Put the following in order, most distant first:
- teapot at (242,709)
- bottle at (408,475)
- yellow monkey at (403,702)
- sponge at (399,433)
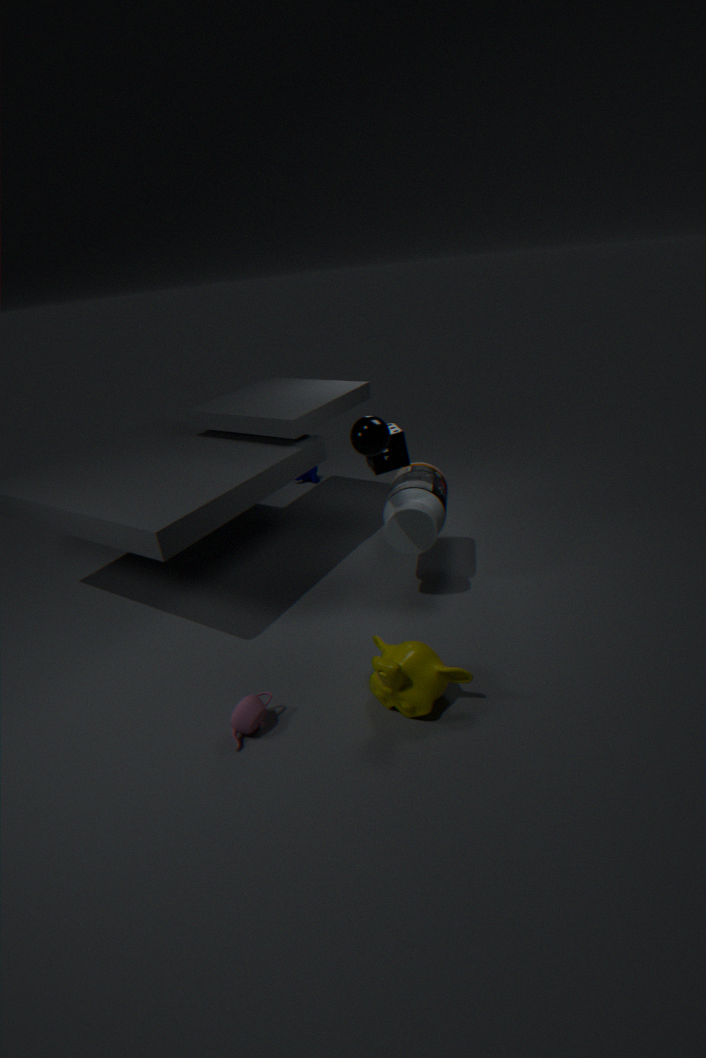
bottle at (408,475), sponge at (399,433), teapot at (242,709), yellow monkey at (403,702)
